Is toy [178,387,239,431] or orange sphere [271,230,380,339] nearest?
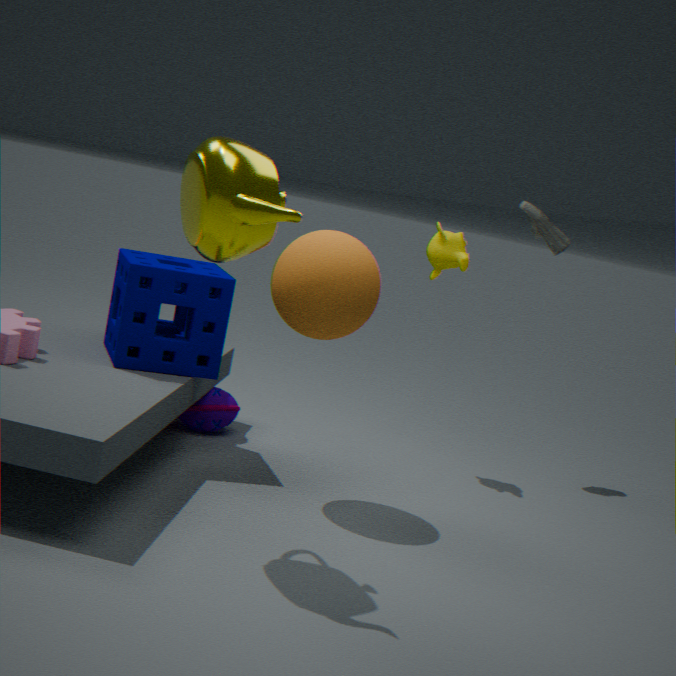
orange sphere [271,230,380,339]
